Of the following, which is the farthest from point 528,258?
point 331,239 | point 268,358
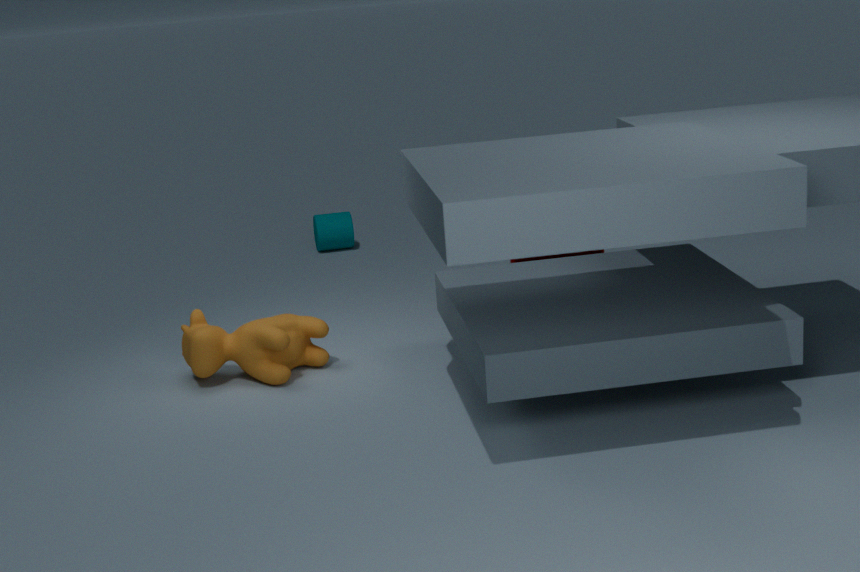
point 331,239
